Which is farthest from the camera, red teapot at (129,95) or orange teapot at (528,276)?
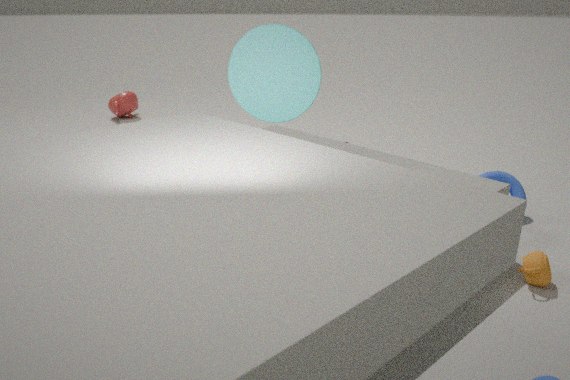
red teapot at (129,95)
